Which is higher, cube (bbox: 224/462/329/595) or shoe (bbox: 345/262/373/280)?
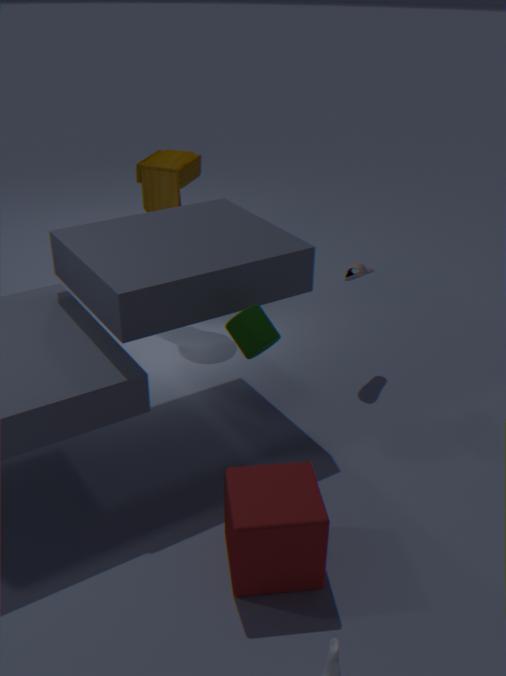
shoe (bbox: 345/262/373/280)
